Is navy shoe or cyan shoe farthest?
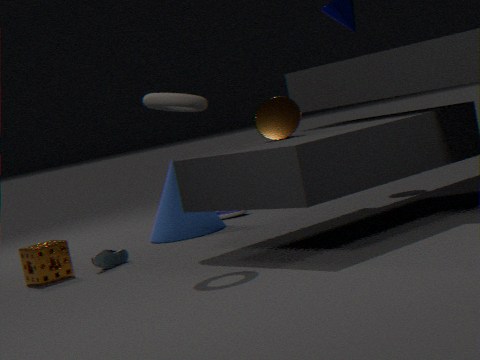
navy shoe
